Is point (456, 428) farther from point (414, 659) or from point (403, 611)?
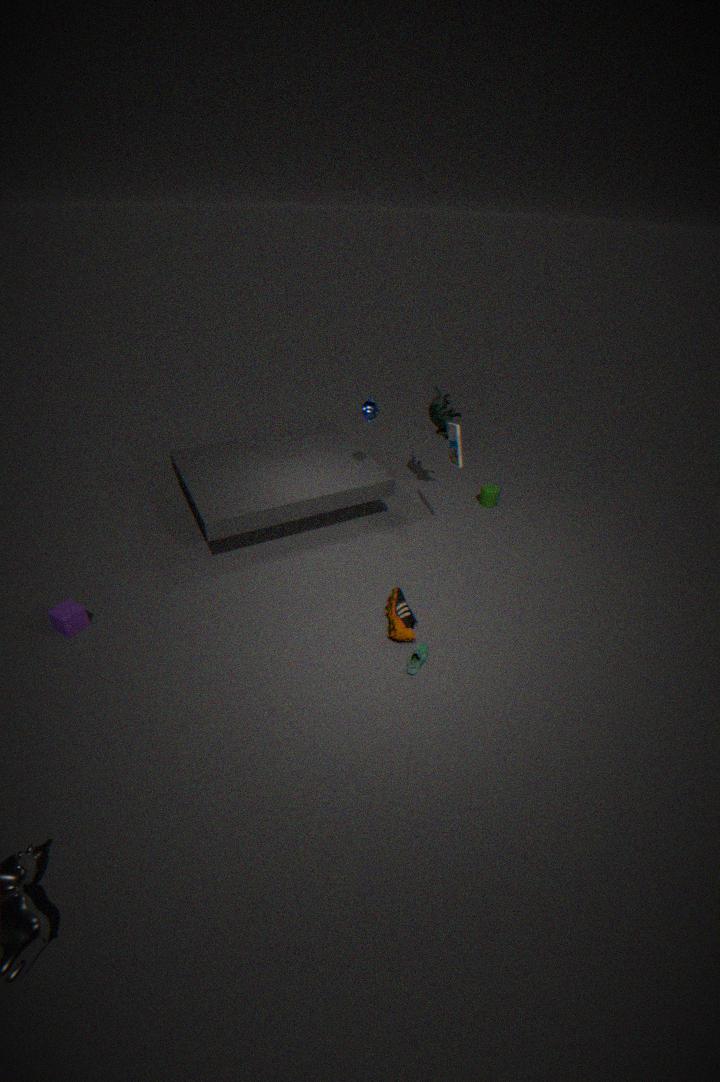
point (414, 659)
